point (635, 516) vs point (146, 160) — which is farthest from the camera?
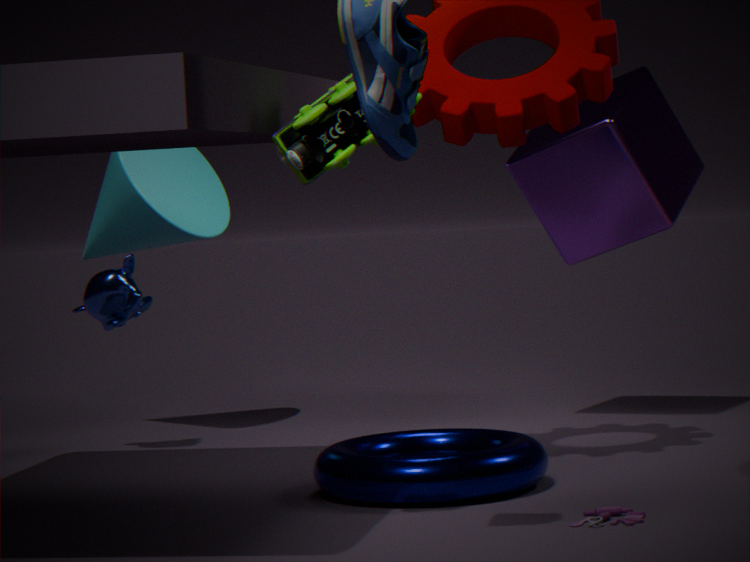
point (146, 160)
